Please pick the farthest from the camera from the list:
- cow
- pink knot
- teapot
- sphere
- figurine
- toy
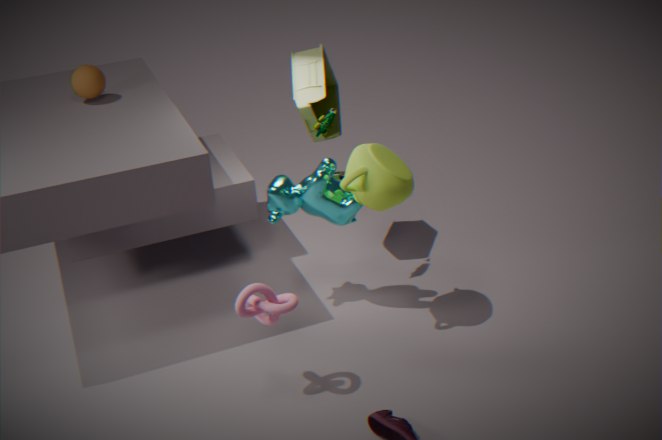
sphere
